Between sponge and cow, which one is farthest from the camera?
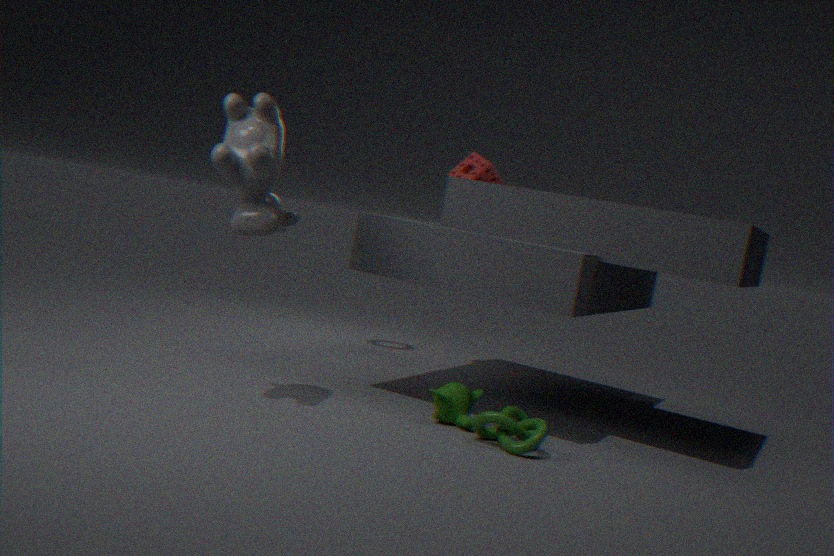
sponge
